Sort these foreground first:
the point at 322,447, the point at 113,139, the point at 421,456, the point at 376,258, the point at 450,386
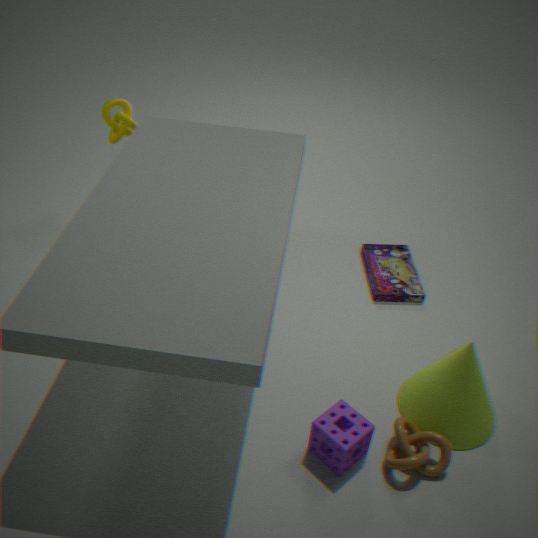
the point at 421,456
the point at 322,447
the point at 450,386
the point at 376,258
the point at 113,139
